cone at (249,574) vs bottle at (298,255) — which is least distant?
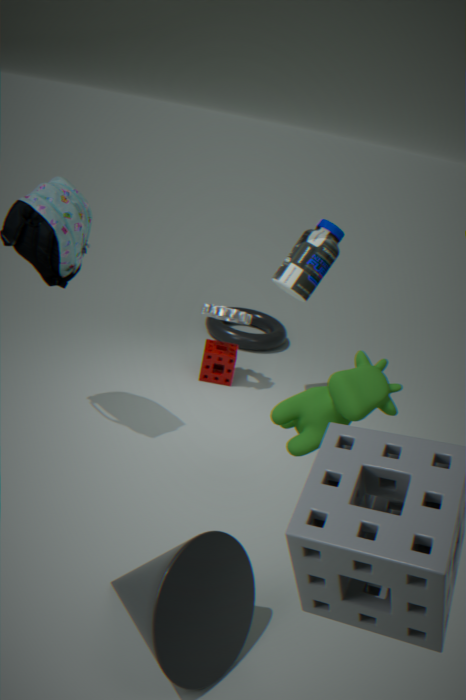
cone at (249,574)
